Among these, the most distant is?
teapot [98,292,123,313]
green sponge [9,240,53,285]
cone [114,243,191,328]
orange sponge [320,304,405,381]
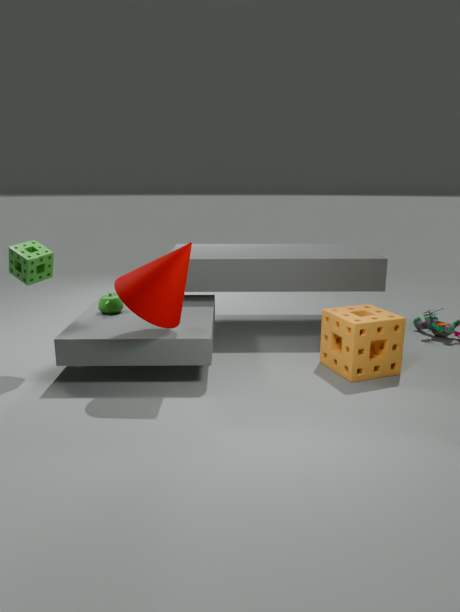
teapot [98,292,123,313]
